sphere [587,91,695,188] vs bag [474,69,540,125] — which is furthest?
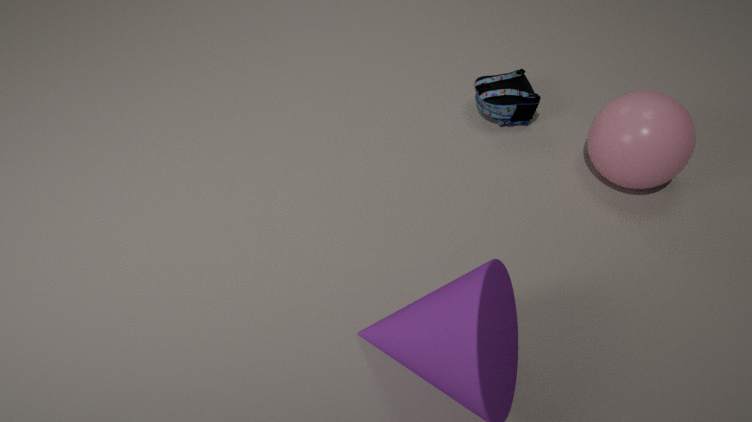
bag [474,69,540,125]
